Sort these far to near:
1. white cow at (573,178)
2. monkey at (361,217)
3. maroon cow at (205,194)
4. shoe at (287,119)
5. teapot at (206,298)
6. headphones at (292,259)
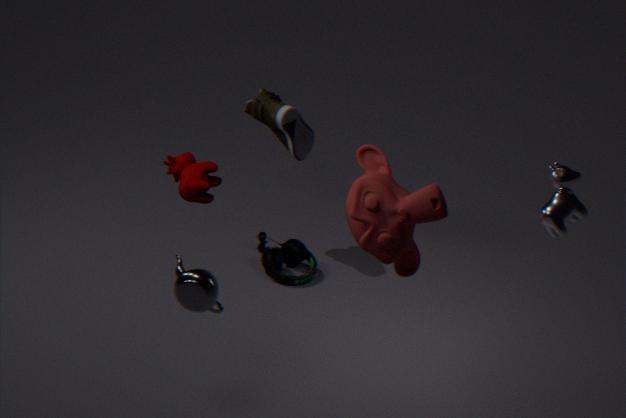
headphones at (292,259)
shoe at (287,119)
teapot at (206,298)
white cow at (573,178)
maroon cow at (205,194)
monkey at (361,217)
